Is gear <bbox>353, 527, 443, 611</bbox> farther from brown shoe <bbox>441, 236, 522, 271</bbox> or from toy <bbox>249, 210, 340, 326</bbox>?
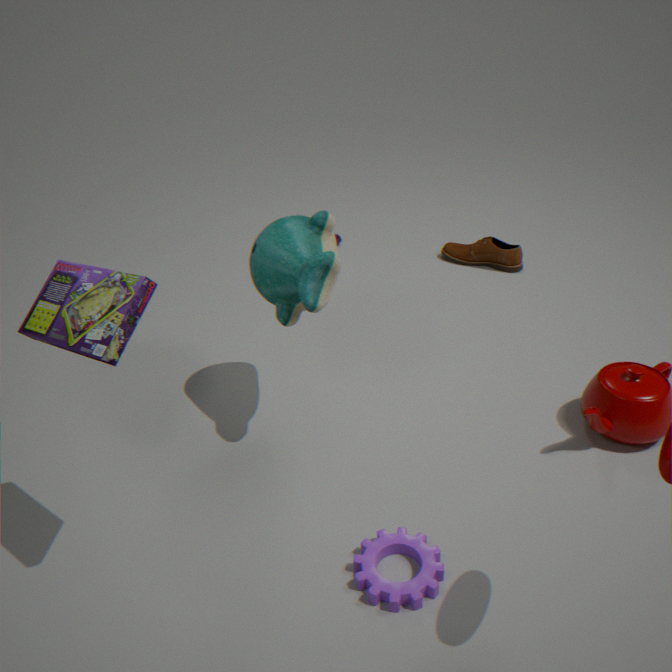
brown shoe <bbox>441, 236, 522, 271</bbox>
